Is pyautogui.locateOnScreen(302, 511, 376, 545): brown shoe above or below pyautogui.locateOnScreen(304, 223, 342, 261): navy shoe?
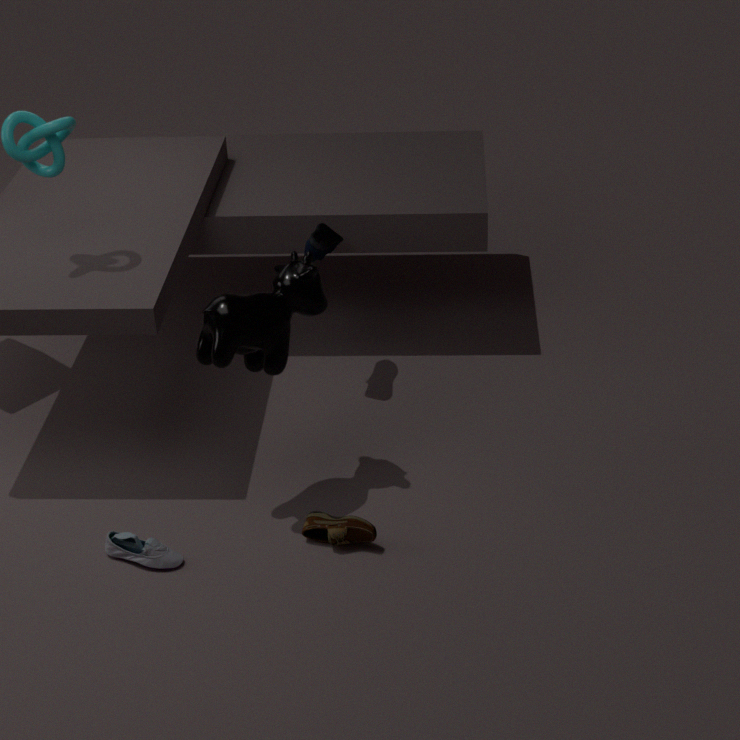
below
